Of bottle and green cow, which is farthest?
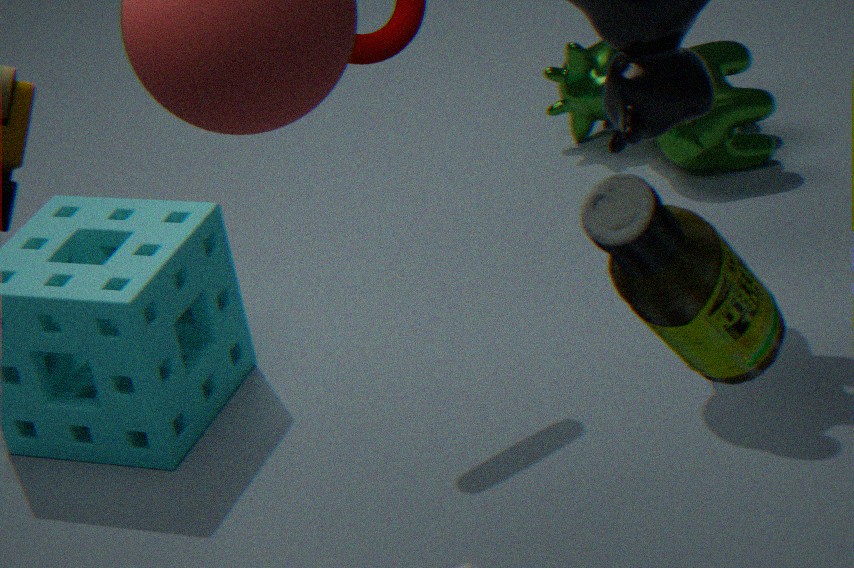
green cow
